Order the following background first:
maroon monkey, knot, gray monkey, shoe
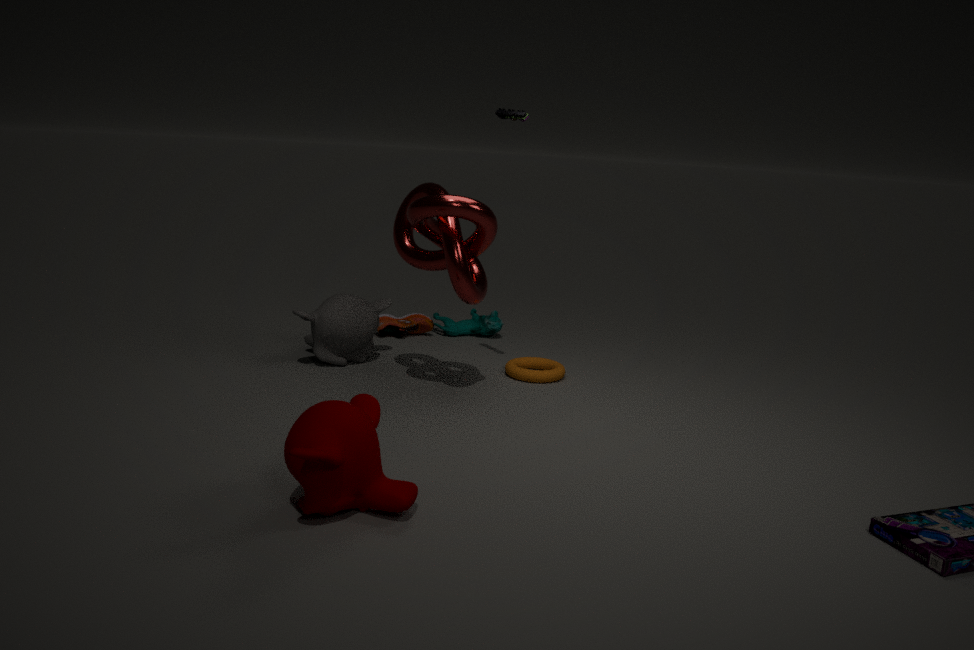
shoe
gray monkey
knot
maroon monkey
